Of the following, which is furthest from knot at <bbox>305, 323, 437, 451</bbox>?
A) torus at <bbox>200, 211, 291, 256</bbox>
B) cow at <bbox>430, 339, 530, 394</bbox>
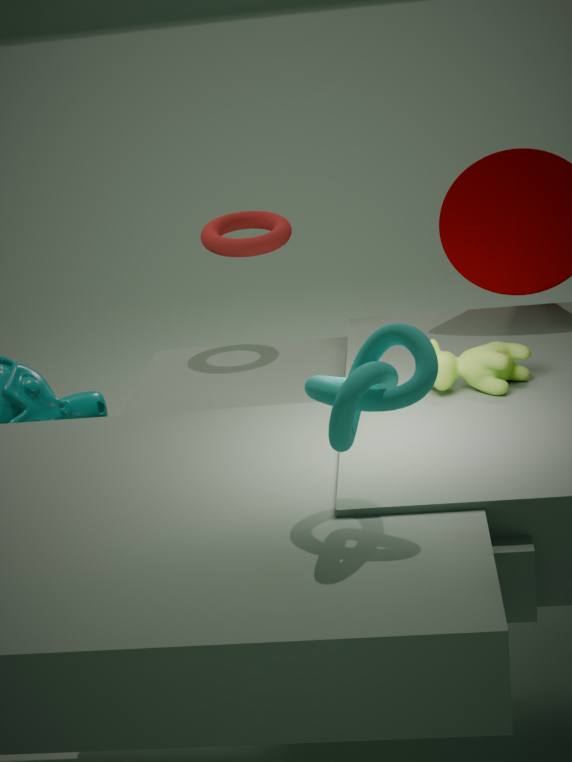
torus at <bbox>200, 211, 291, 256</bbox>
